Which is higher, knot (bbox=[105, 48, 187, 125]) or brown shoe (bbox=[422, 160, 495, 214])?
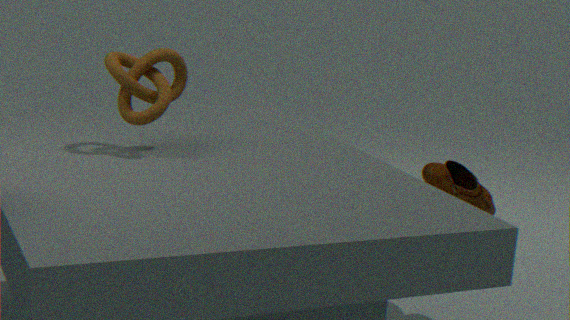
knot (bbox=[105, 48, 187, 125])
